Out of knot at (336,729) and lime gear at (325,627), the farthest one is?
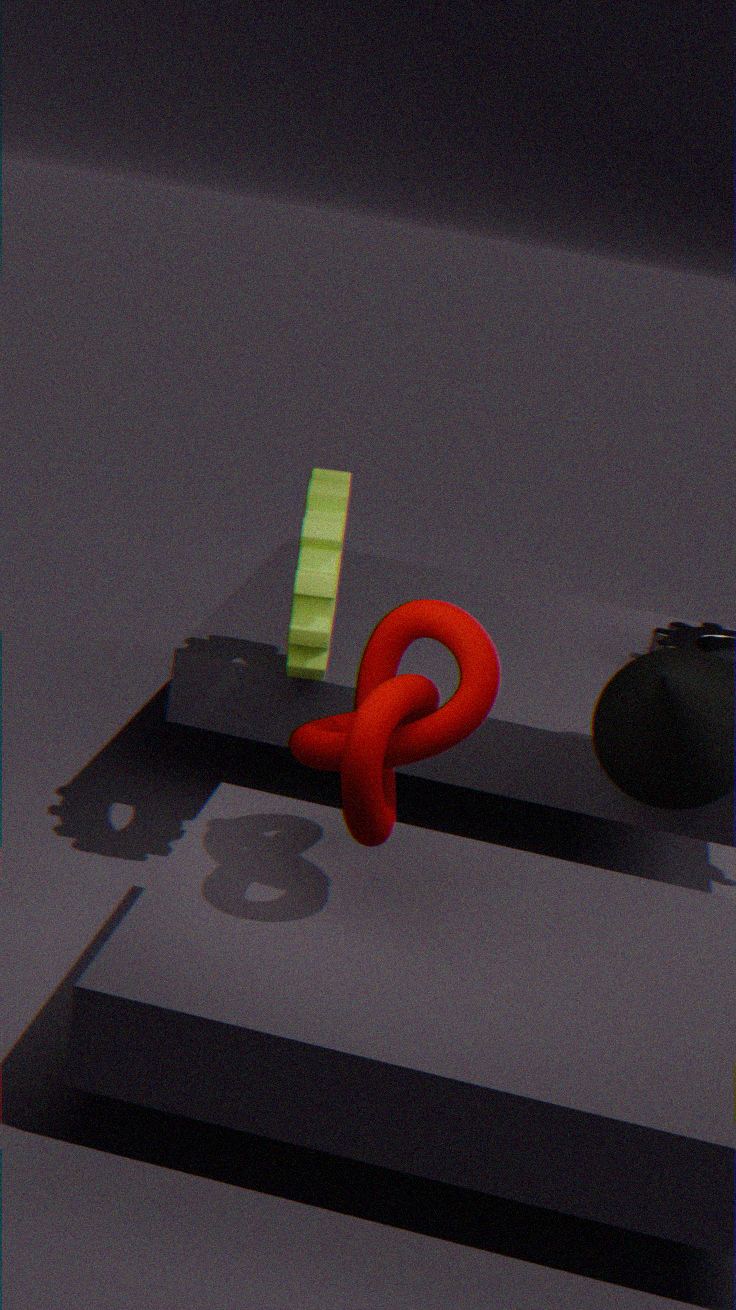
lime gear at (325,627)
